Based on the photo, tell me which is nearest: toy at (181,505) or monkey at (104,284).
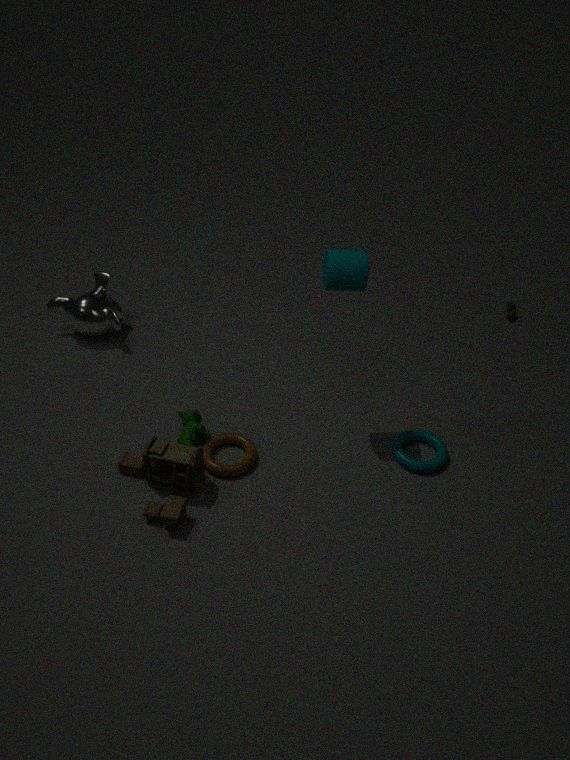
toy at (181,505)
